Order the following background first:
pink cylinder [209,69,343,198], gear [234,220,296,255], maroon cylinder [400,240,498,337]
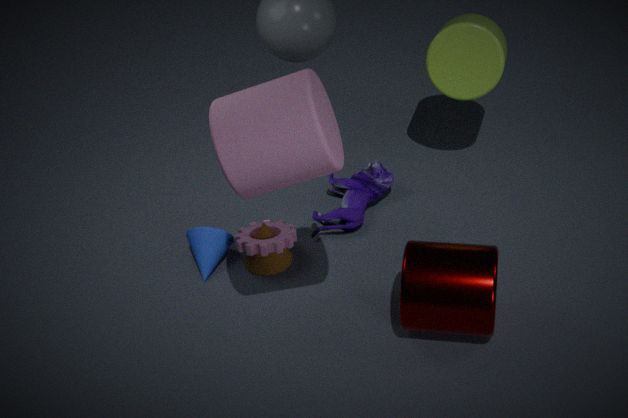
gear [234,220,296,255] → maroon cylinder [400,240,498,337] → pink cylinder [209,69,343,198]
